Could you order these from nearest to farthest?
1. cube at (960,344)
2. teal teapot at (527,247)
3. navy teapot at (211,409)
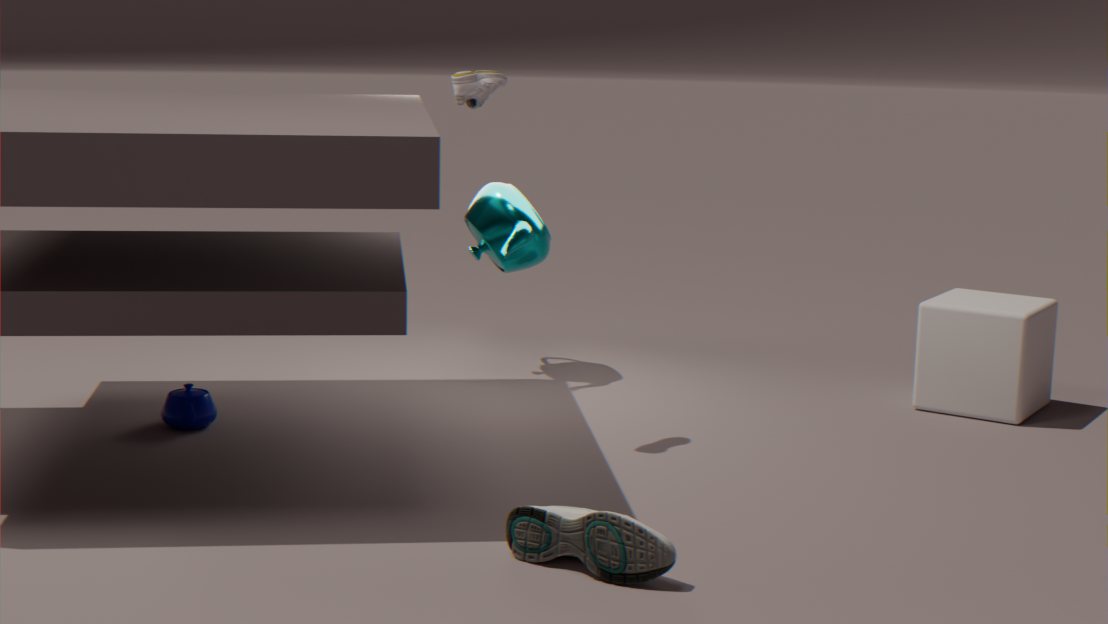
navy teapot at (211,409)
cube at (960,344)
teal teapot at (527,247)
